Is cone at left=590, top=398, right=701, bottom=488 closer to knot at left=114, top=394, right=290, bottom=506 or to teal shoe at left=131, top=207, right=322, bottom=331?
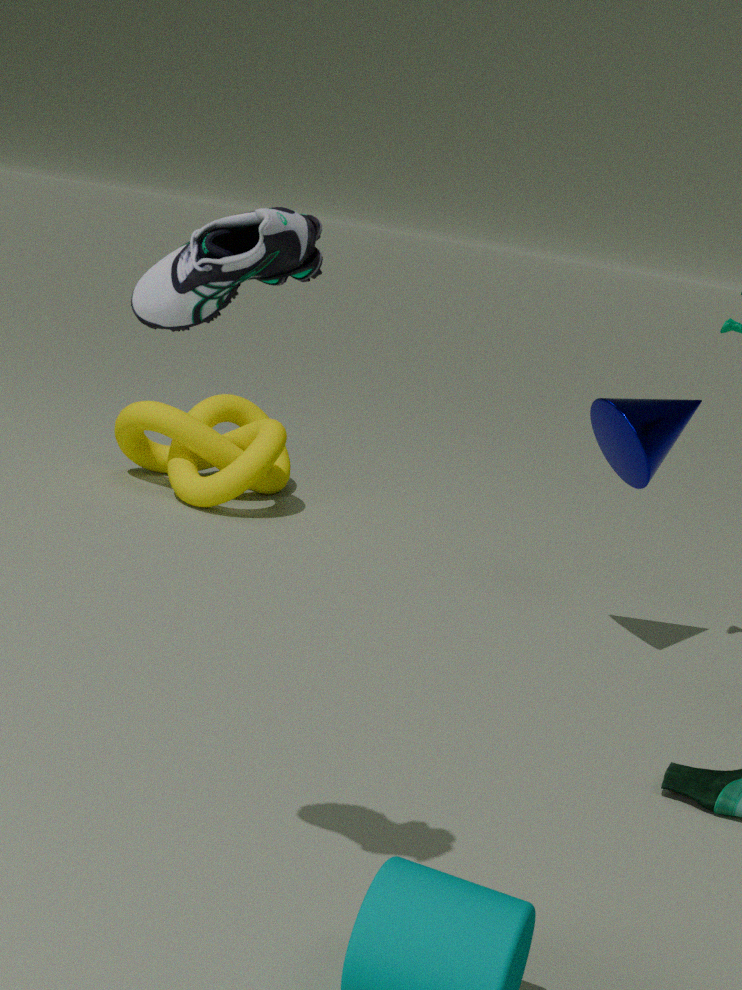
knot at left=114, top=394, right=290, bottom=506
